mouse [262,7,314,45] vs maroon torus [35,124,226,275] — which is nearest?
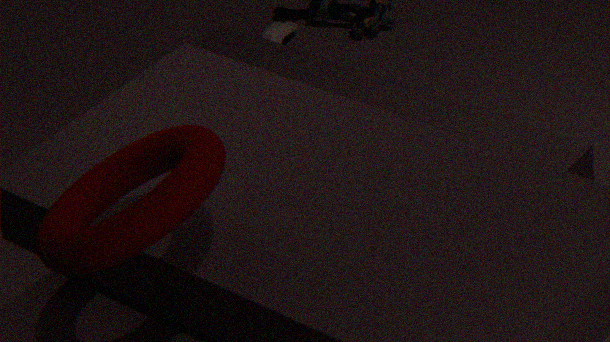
maroon torus [35,124,226,275]
